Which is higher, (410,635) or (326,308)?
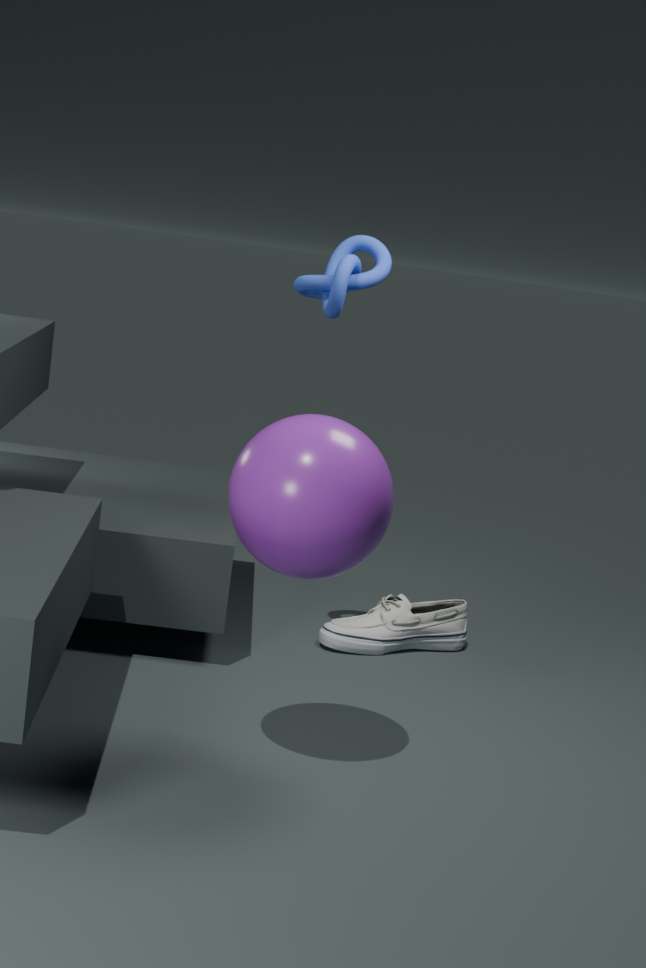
(326,308)
